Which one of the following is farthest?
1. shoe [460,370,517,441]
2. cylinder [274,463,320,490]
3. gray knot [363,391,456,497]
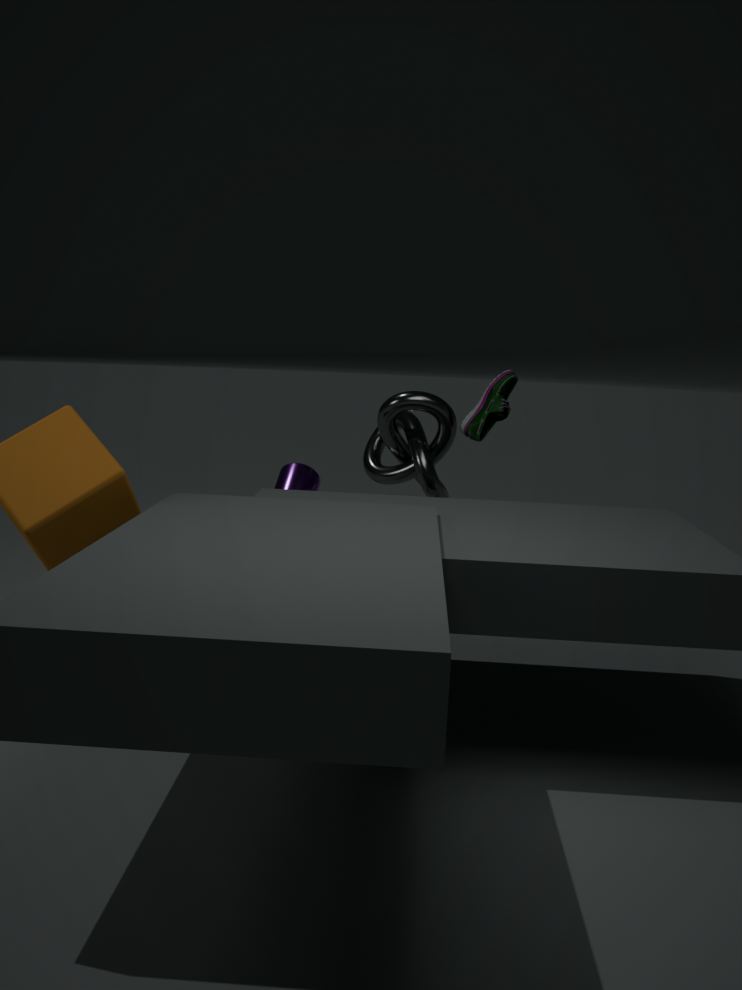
gray knot [363,391,456,497]
